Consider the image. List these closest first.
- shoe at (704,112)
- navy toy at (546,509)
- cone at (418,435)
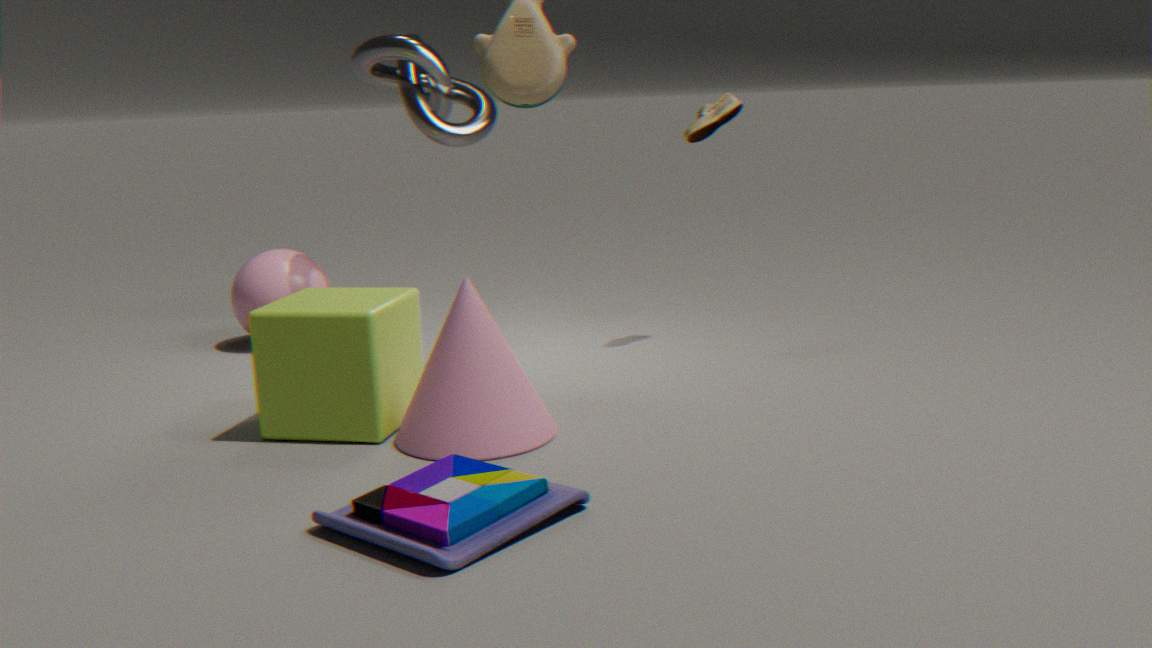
navy toy at (546,509) < cone at (418,435) < shoe at (704,112)
